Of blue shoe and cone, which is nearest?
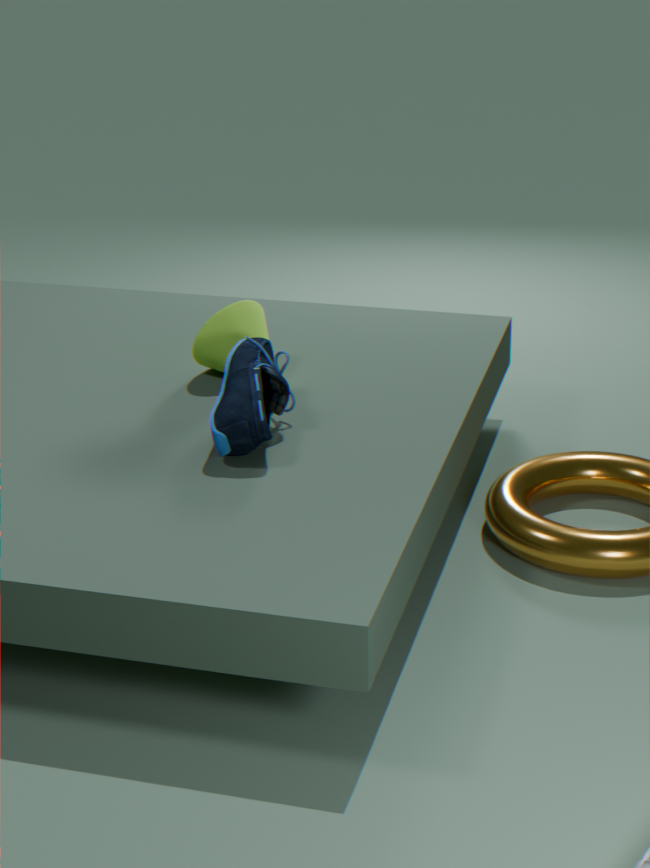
blue shoe
